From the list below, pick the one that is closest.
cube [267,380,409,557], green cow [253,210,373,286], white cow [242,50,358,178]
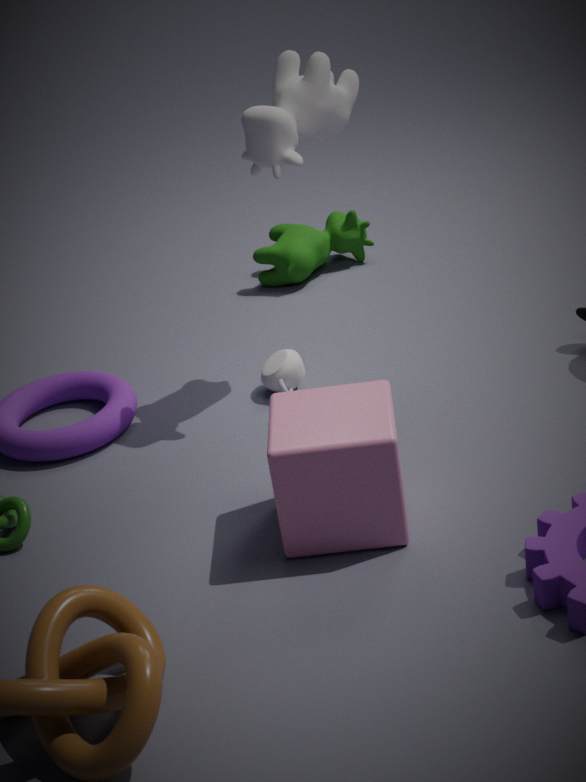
cube [267,380,409,557]
